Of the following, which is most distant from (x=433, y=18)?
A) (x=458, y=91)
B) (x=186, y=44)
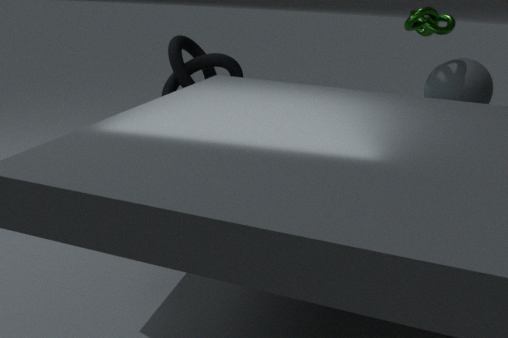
(x=186, y=44)
